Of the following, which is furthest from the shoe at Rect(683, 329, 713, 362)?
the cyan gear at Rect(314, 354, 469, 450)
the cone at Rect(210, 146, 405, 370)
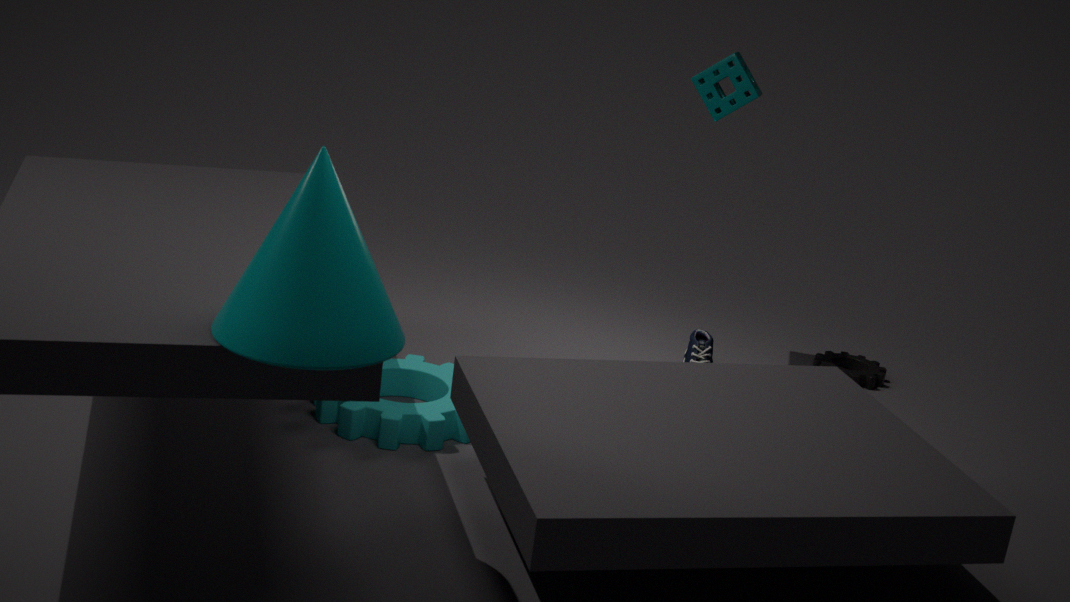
the cone at Rect(210, 146, 405, 370)
